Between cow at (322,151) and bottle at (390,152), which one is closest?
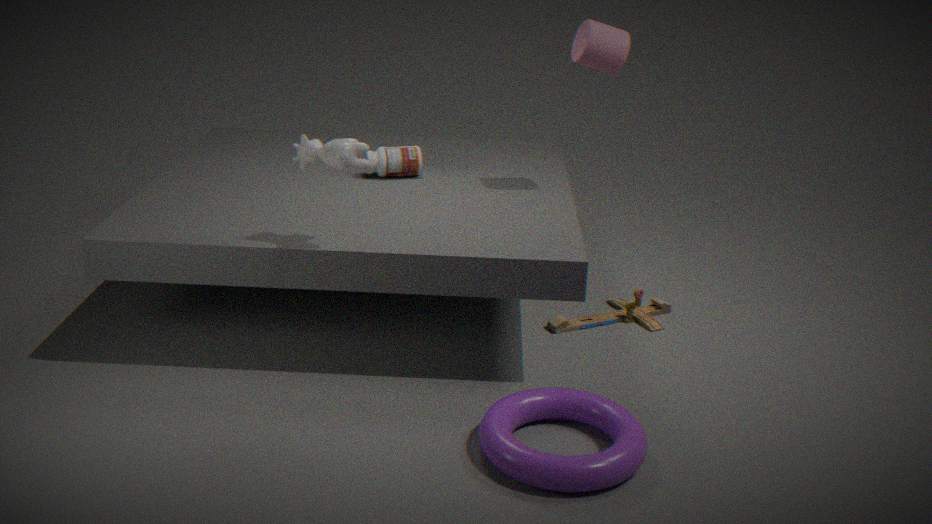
cow at (322,151)
